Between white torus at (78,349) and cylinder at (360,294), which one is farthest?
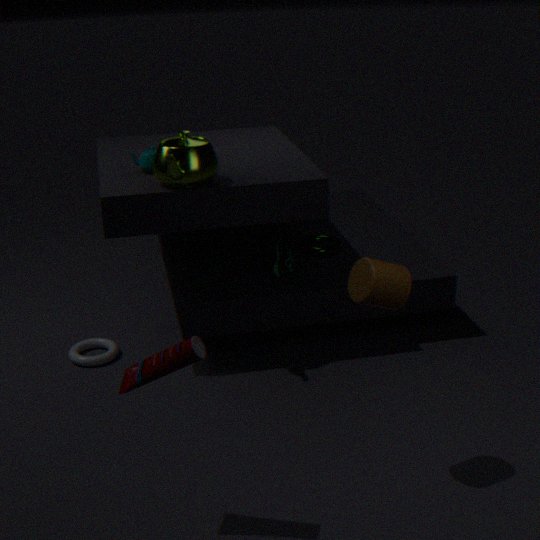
white torus at (78,349)
